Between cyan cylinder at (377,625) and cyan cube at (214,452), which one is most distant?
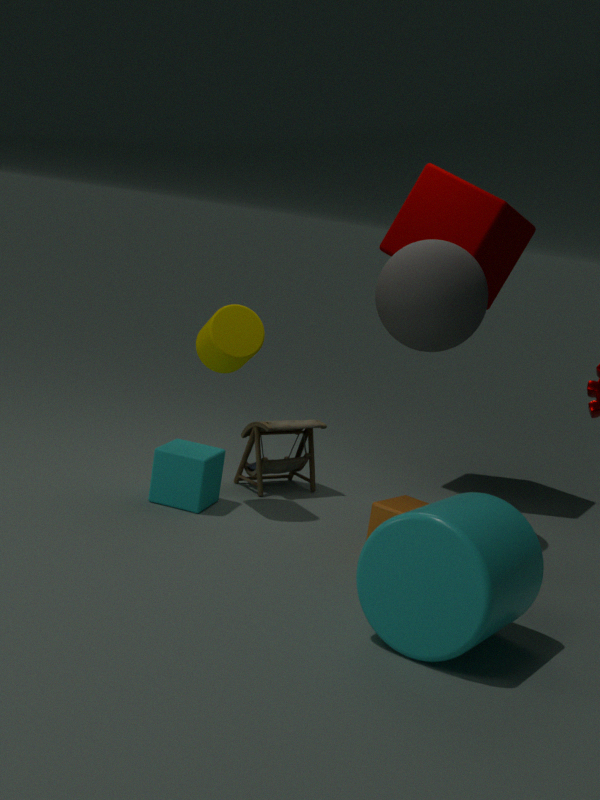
cyan cube at (214,452)
